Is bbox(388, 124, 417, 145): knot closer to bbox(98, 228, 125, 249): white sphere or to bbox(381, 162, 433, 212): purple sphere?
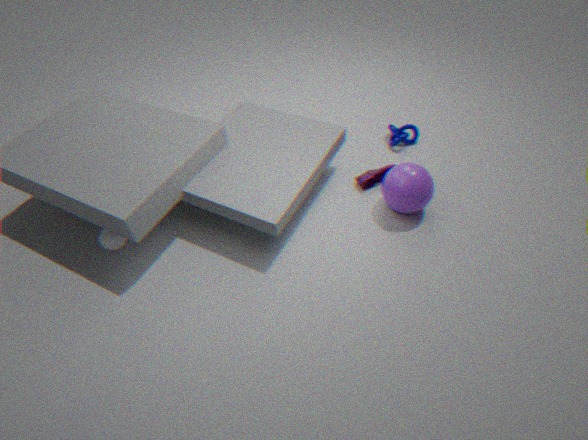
bbox(381, 162, 433, 212): purple sphere
